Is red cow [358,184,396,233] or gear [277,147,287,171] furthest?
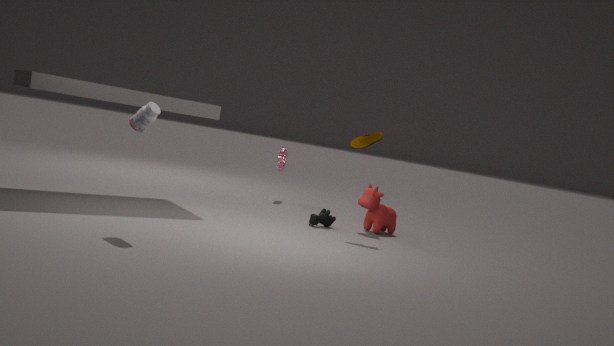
gear [277,147,287,171]
